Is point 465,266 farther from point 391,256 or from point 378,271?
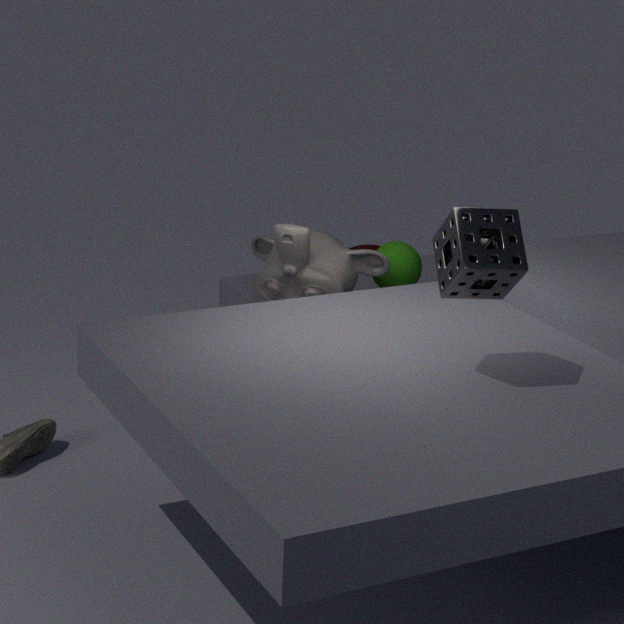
point 391,256
